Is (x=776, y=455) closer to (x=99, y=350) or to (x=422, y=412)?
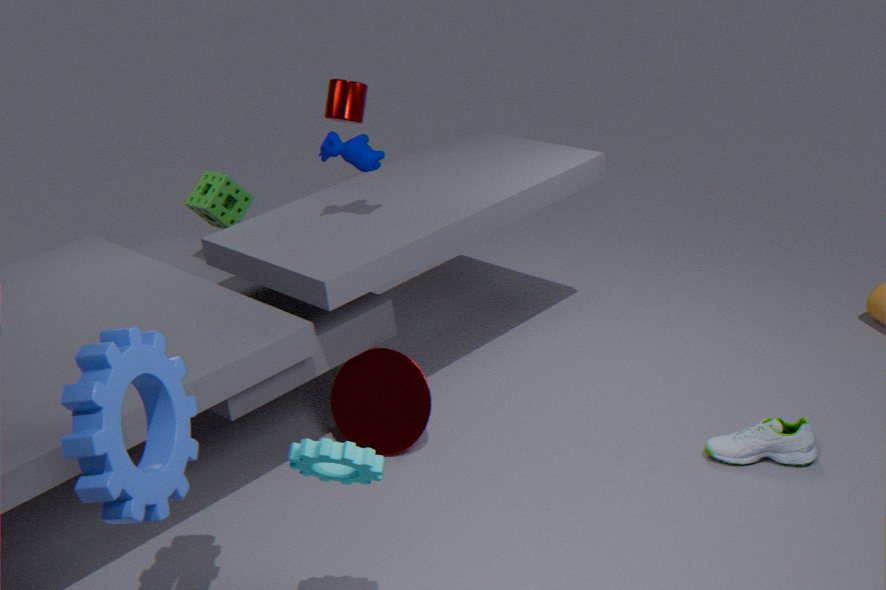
(x=422, y=412)
